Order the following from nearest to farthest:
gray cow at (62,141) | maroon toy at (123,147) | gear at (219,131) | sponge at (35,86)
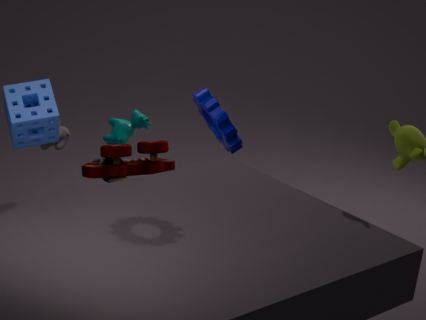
gear at (219,131), sponge at (35,86), maroon toy at (123,147), gray cow at (62,141)
